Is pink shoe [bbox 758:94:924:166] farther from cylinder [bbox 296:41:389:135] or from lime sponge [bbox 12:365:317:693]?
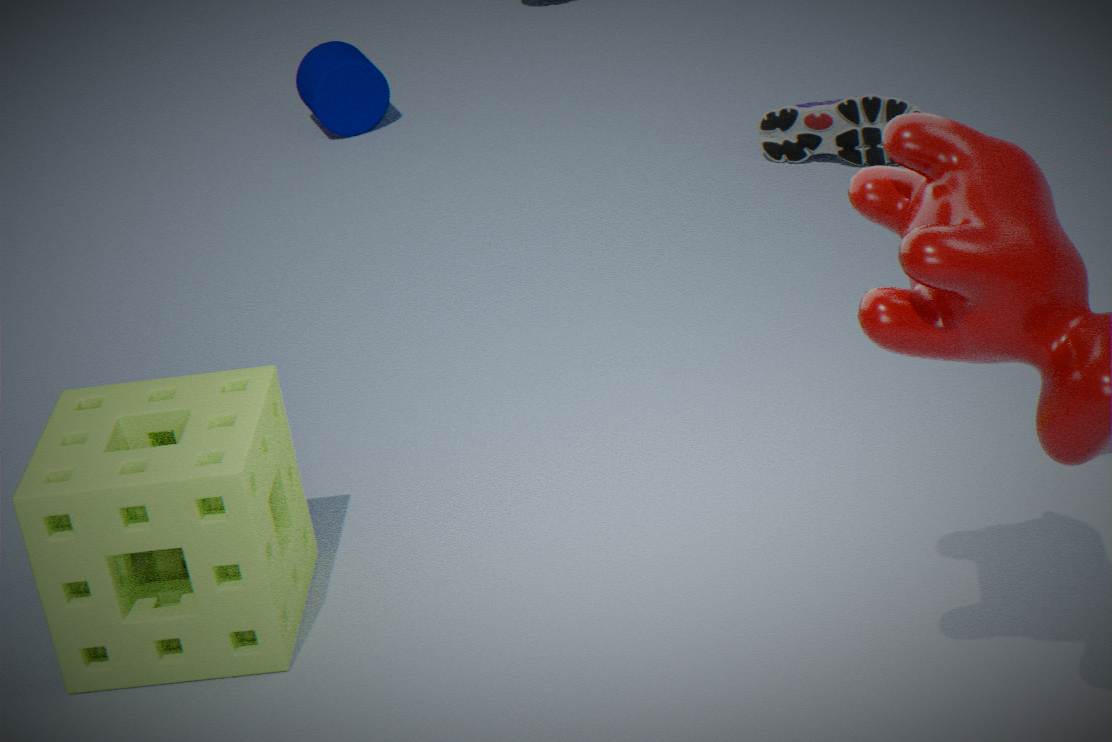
lime sponge [bbox 12:365:317:693]
